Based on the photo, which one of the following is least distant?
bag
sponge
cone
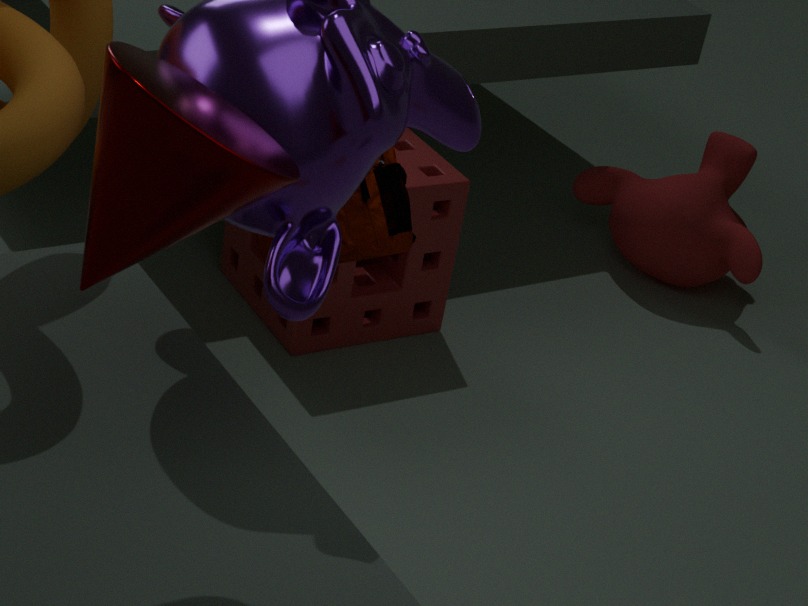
cone
